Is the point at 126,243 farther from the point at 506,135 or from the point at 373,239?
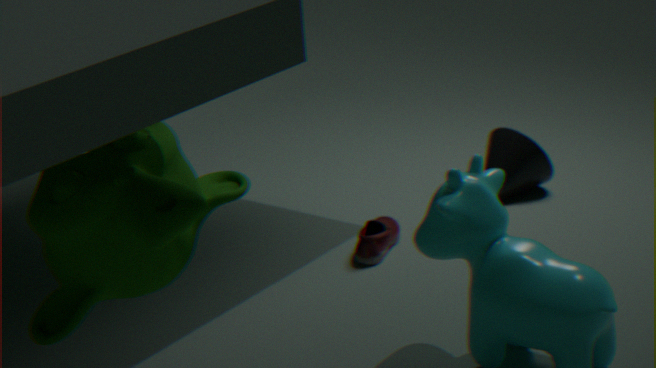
the point at 506,135
